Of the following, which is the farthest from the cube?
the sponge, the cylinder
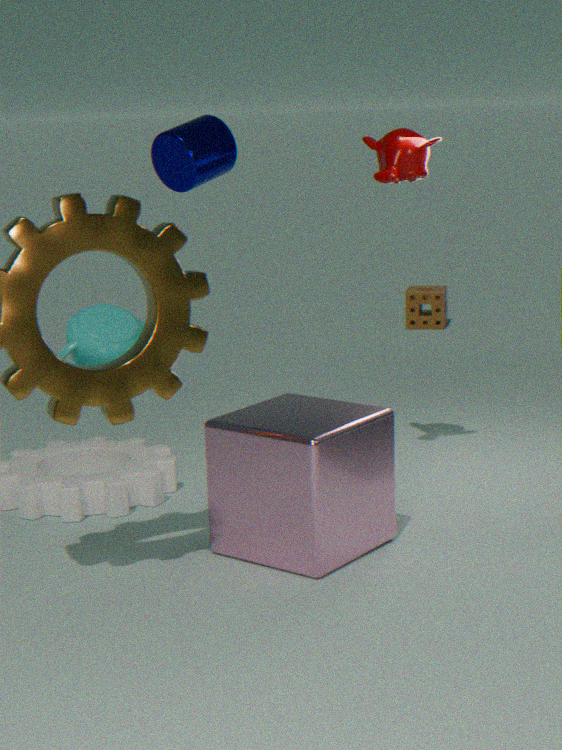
the sponge
